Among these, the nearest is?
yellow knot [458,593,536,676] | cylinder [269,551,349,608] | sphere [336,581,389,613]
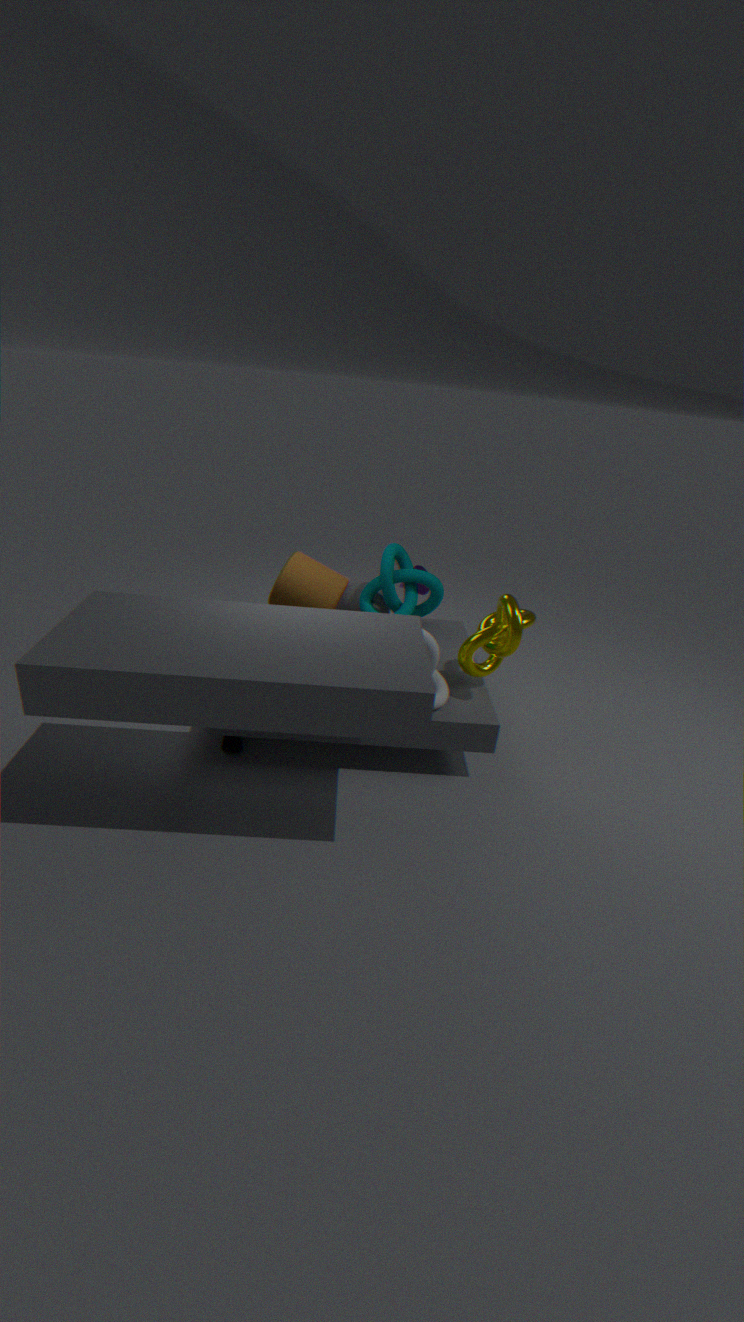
yellow knot [458,593,536,676]
